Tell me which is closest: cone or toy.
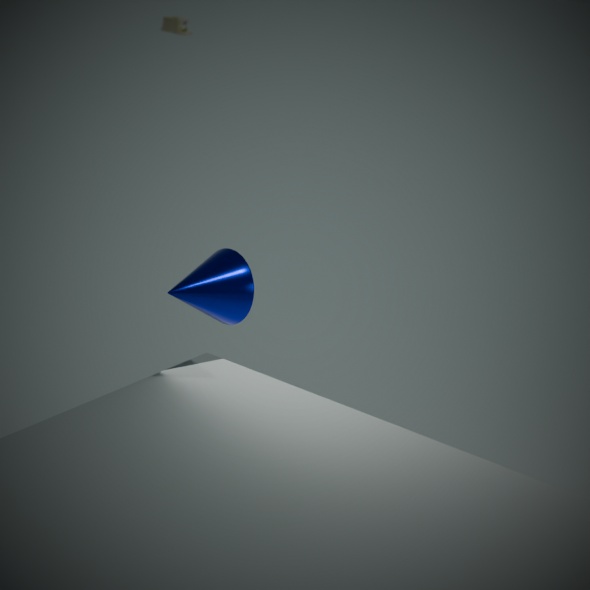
cone
